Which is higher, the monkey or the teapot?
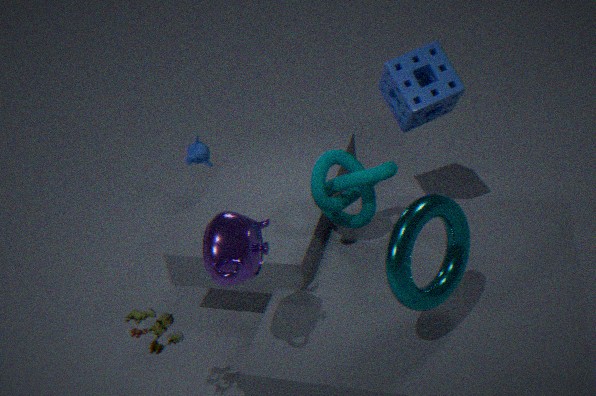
the teapot
